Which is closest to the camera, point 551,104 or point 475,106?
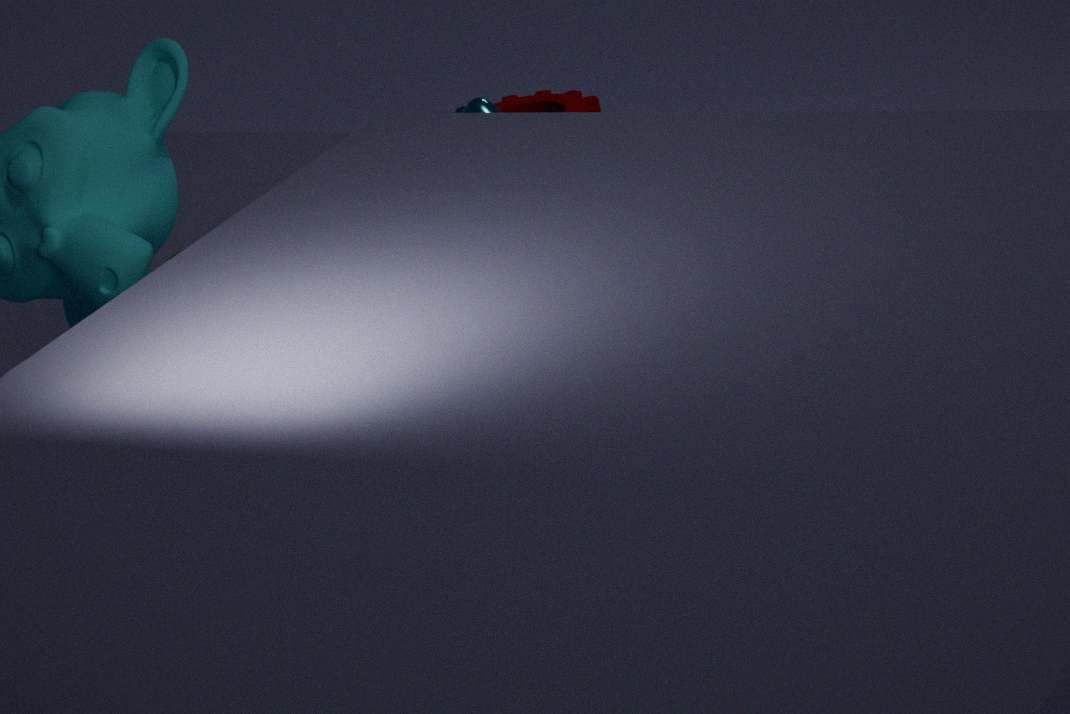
point 475,106
